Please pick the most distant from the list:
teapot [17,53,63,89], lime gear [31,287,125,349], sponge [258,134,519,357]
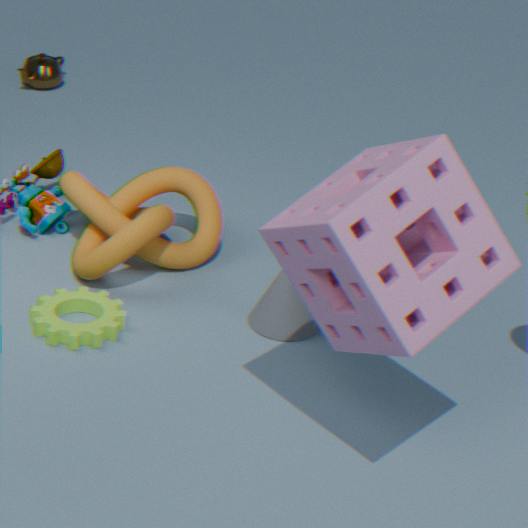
teapot [17,53,63,89]
